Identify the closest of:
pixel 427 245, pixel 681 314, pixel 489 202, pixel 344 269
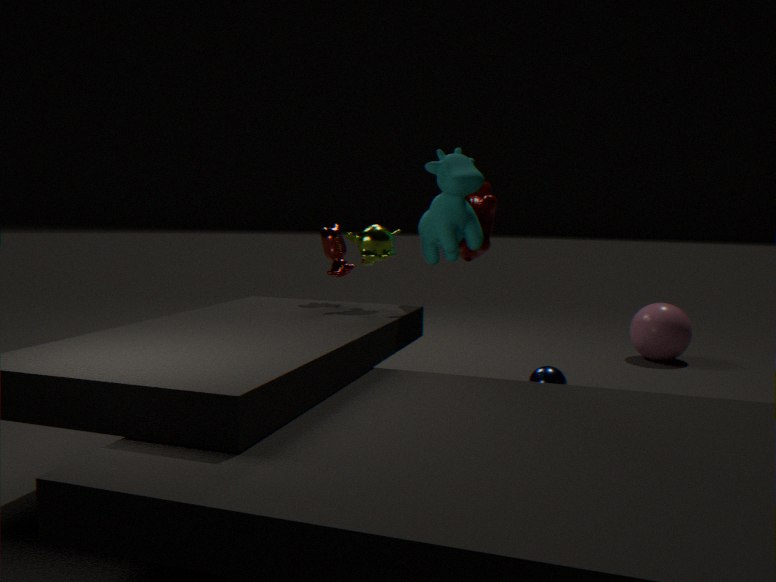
pixel 344 269
